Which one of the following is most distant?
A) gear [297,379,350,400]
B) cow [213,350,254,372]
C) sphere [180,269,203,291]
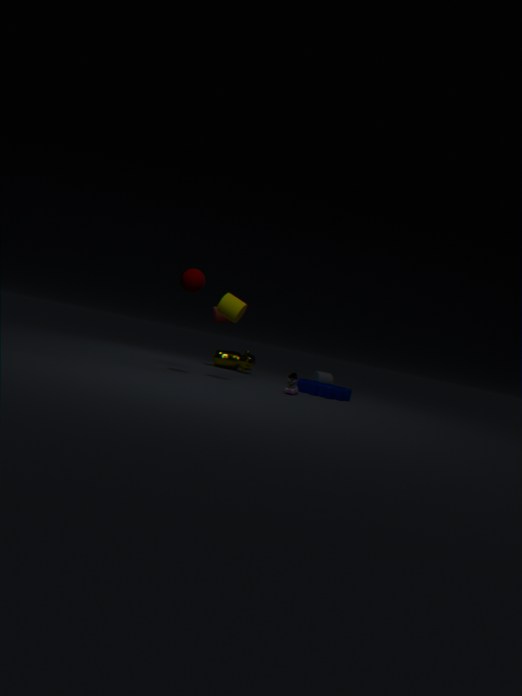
cow [213,350,254,372]
